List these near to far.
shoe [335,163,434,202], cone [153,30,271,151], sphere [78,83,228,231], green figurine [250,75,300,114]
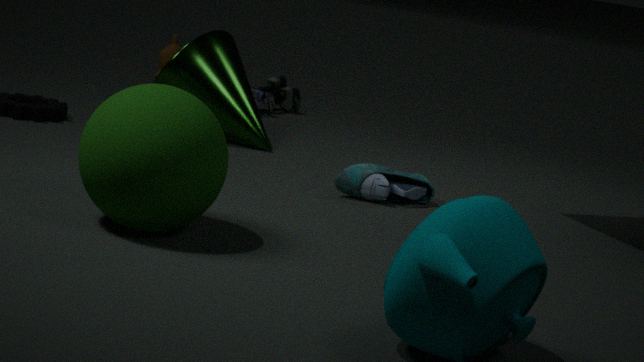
sphere [78,83,228,231], shoe [335,163,434,202], cone [153,30,271,151], green figurine [250,75,300,114]
